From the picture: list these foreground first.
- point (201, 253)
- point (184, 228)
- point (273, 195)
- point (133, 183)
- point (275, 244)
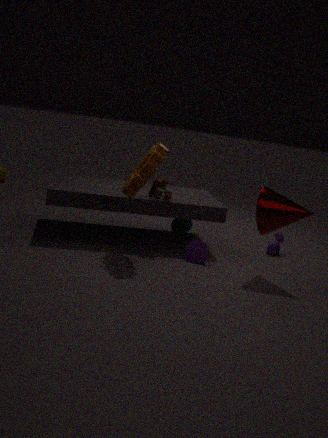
point (133, 183)
point (273, 195)
point (201, 253)
point (275, 244)
point (184, 228)
